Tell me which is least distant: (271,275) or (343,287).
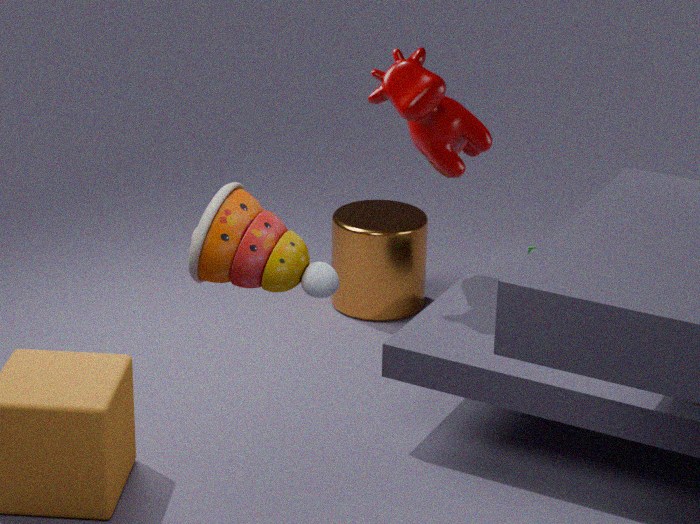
(271,275)
